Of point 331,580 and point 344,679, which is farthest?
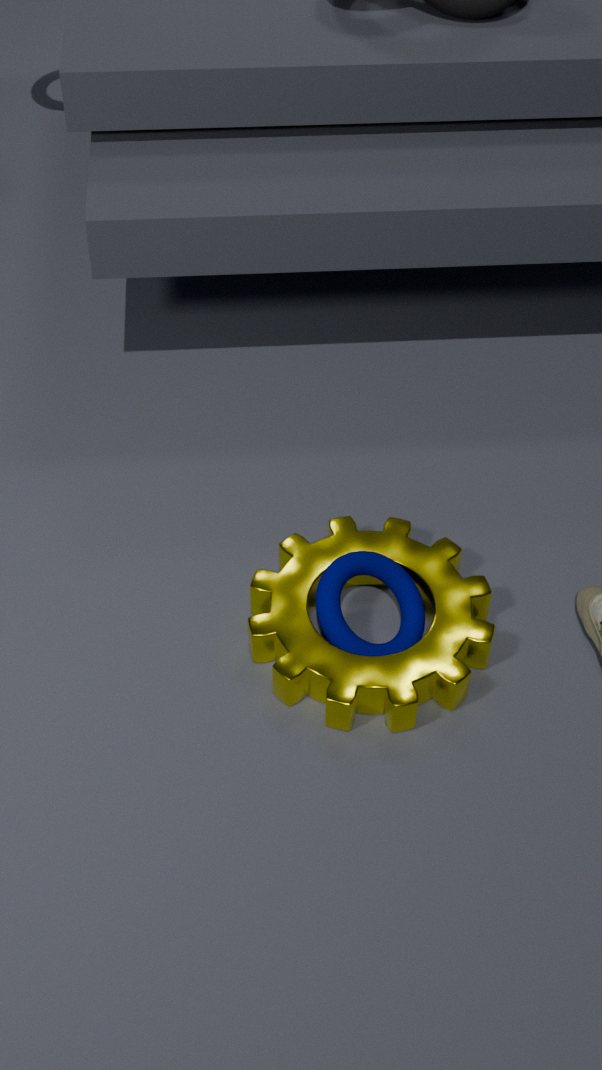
point 331,580
